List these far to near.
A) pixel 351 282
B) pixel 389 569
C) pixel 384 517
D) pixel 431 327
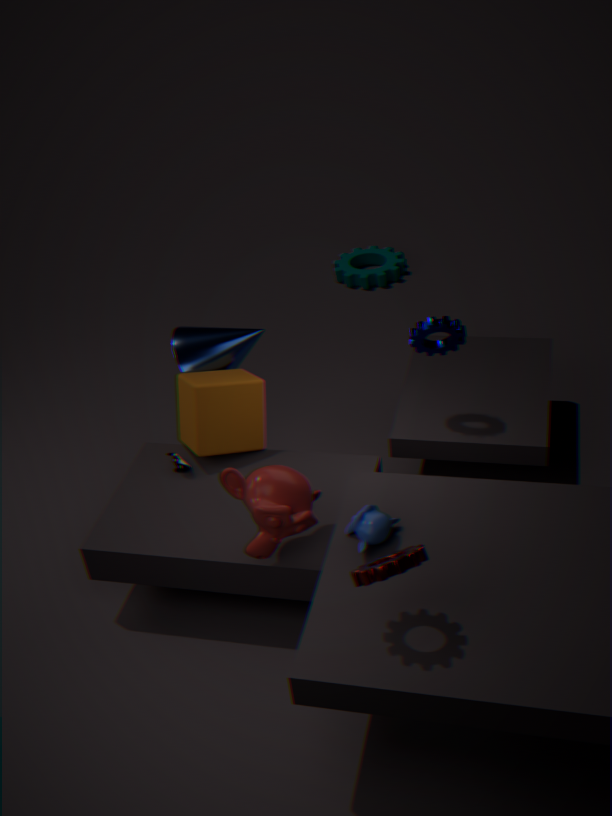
pixel 351 282 → pixel 431 327 → pixel 384 517 → pixel 389 569
